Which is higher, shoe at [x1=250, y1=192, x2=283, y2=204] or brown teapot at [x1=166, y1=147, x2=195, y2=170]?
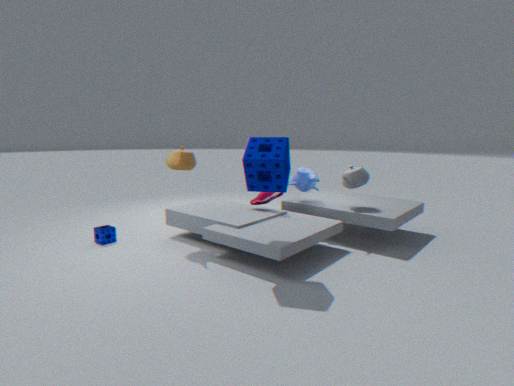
brown teapot at [x1=166, y1=147, x2=195, y2=170]
